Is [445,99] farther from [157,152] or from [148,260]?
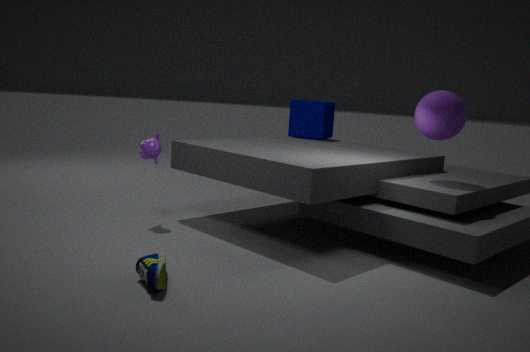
[148,260]
